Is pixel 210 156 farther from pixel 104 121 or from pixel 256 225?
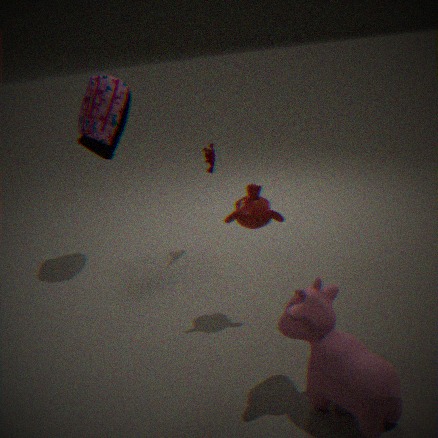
pixel 256 225
